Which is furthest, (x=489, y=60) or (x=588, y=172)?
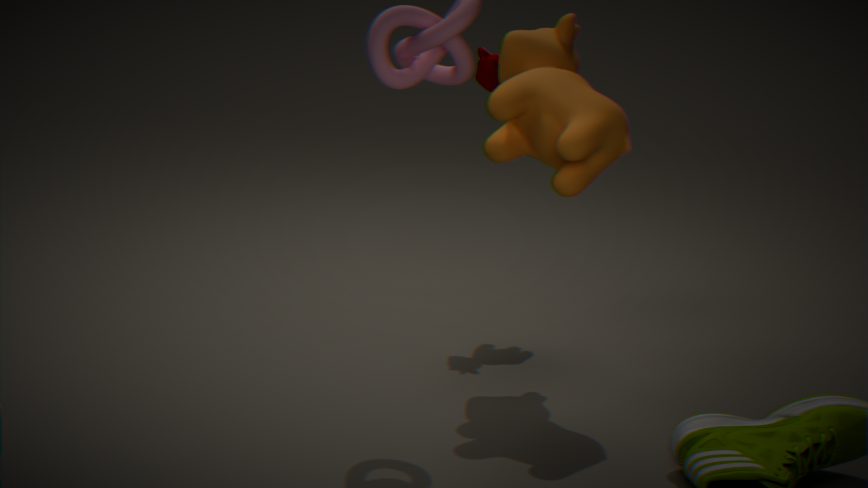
(x=489, y=60)
